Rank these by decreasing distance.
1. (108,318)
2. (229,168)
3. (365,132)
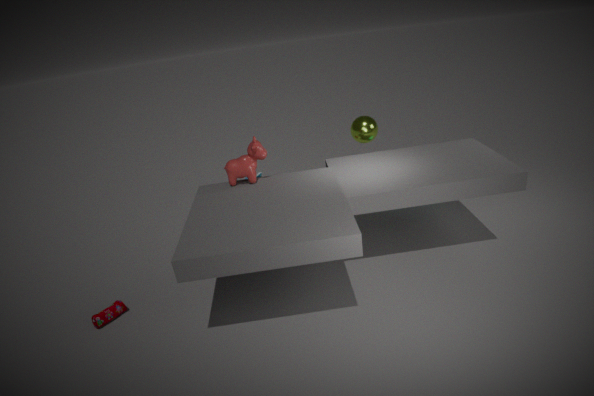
(365,132) → (229,168) → (108,318)
